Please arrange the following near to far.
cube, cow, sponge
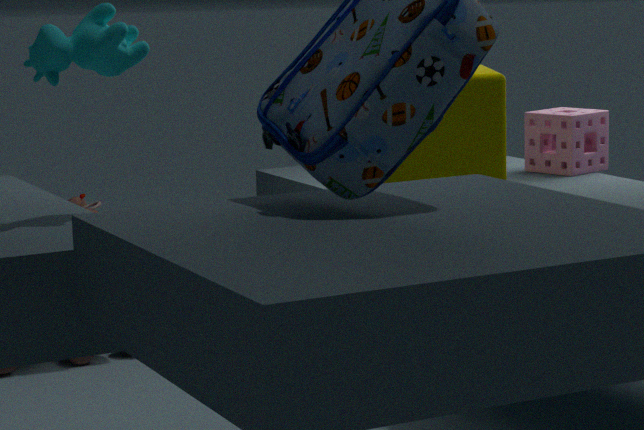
cow < cube < sponge
